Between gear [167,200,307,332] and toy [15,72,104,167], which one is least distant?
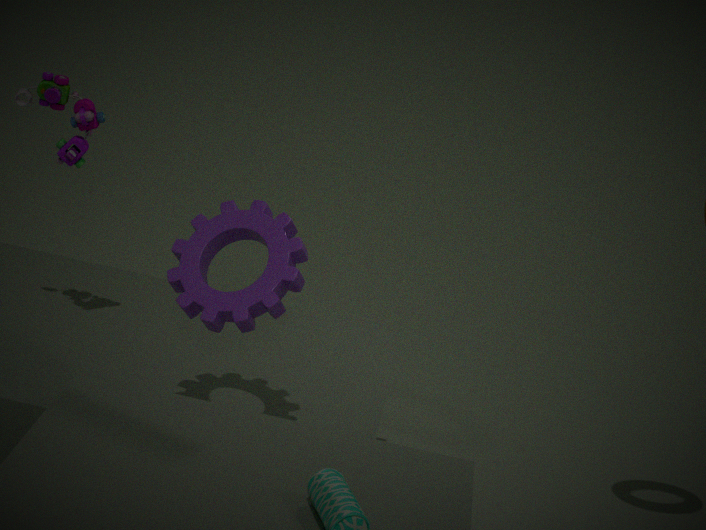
gear [167,200,307,332]
